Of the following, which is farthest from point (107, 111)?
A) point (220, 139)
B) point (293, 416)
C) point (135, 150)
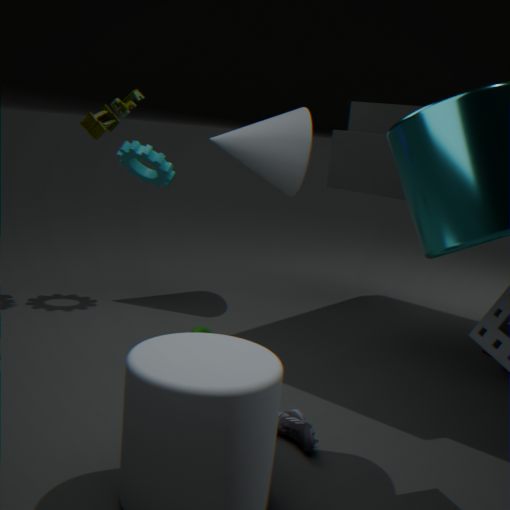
point (293, 416)
